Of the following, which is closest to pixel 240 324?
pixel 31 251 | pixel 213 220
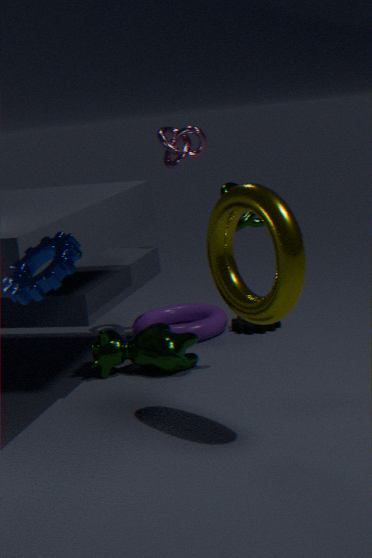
pixel 213 220
